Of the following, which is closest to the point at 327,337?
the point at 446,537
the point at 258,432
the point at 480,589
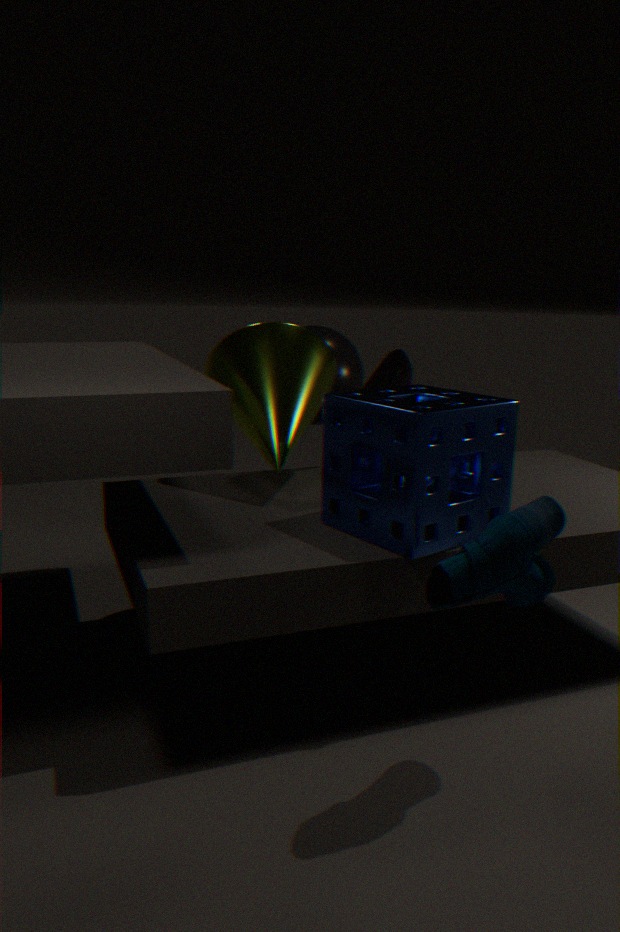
the point at 258,432
